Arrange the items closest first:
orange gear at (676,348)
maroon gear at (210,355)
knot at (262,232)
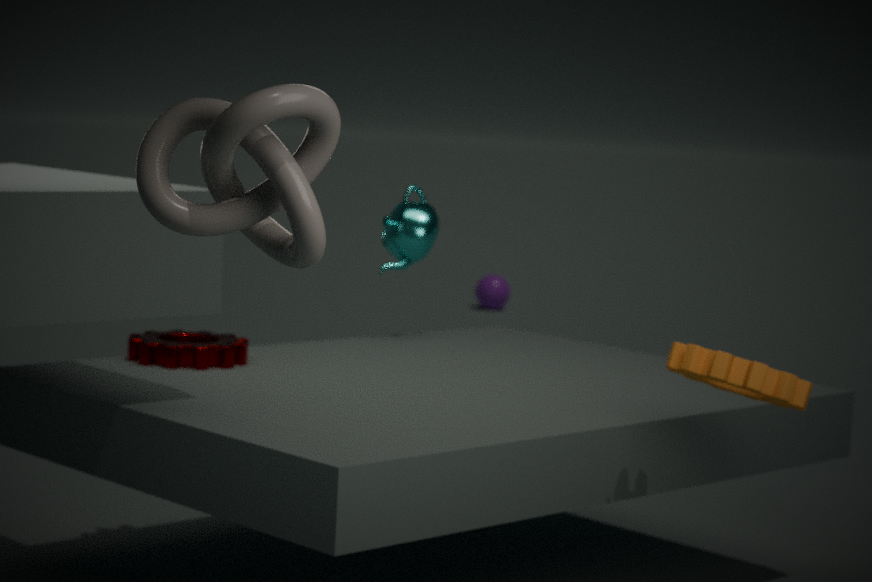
knot at (262,232) < orange gear at (676,348) < maroon gear at (210,355)
